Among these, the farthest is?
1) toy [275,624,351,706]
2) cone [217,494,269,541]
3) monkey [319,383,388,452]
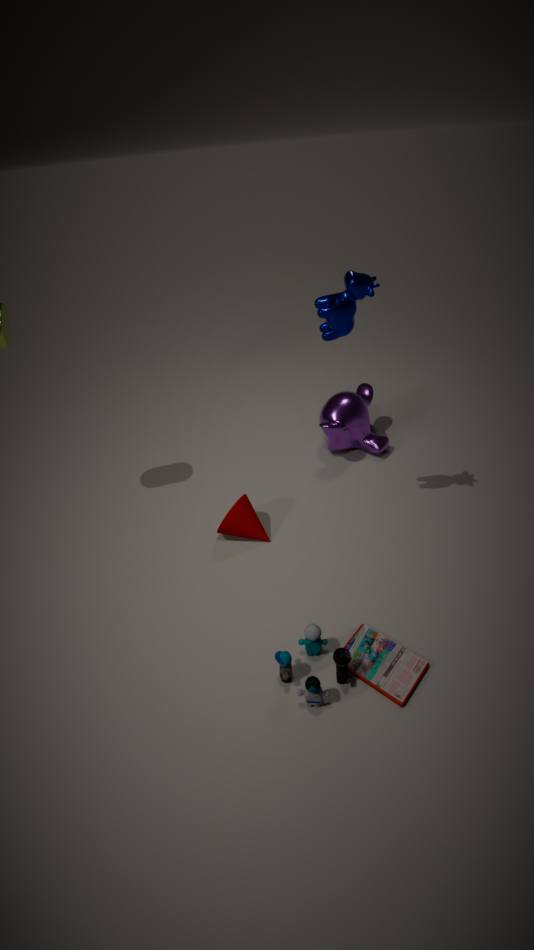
3. monkey [319,383,388,452]
